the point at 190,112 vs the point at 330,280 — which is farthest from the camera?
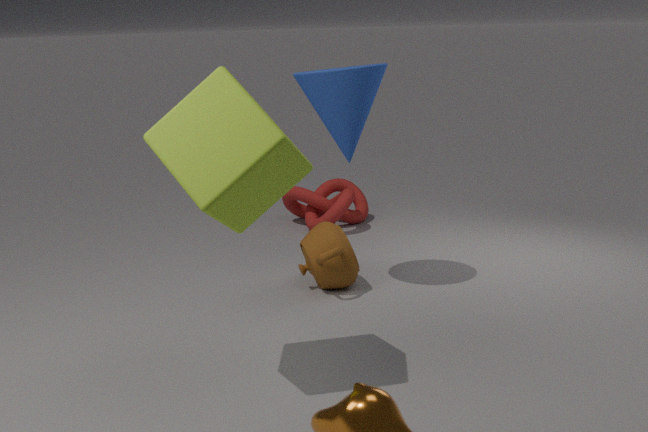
the point at 330,280
